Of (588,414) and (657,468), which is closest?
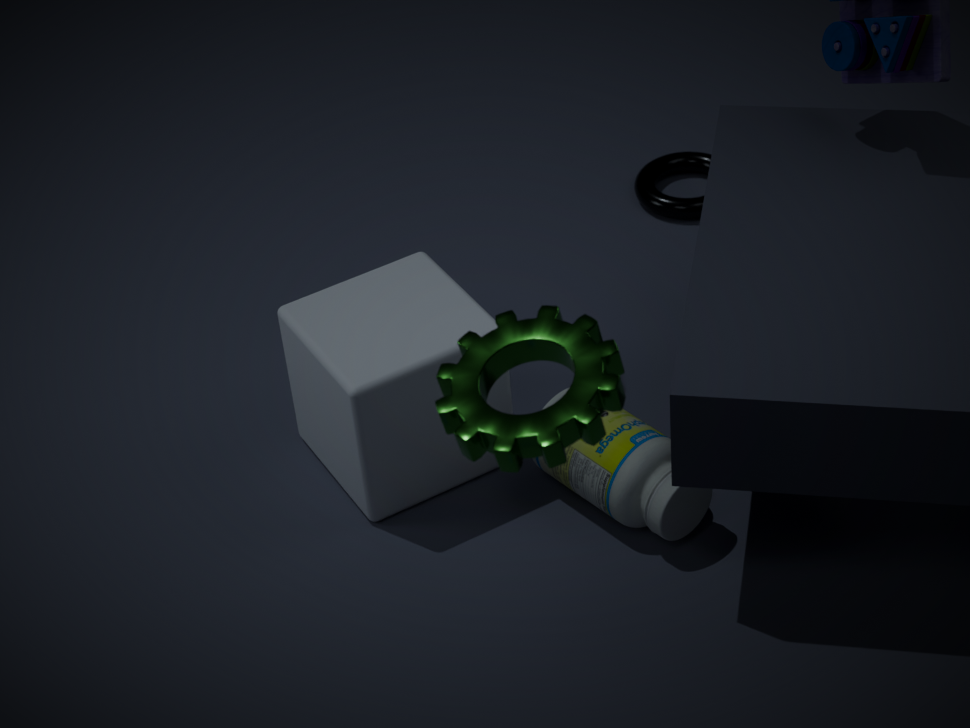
(588,414)
